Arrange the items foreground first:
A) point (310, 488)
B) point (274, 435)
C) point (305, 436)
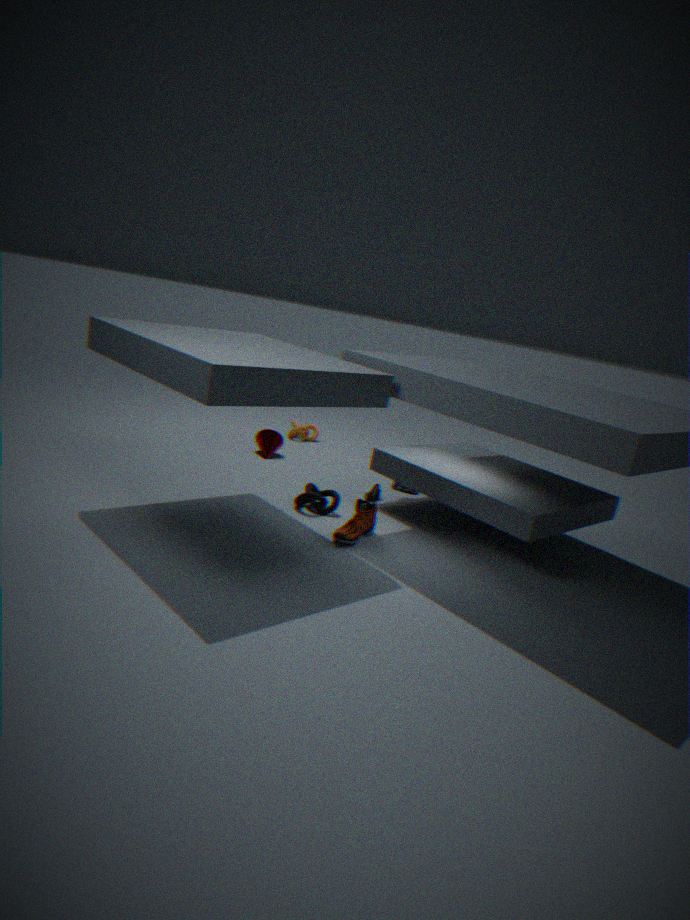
point (310, 488) → point (274, 435) → point (305, 436)
